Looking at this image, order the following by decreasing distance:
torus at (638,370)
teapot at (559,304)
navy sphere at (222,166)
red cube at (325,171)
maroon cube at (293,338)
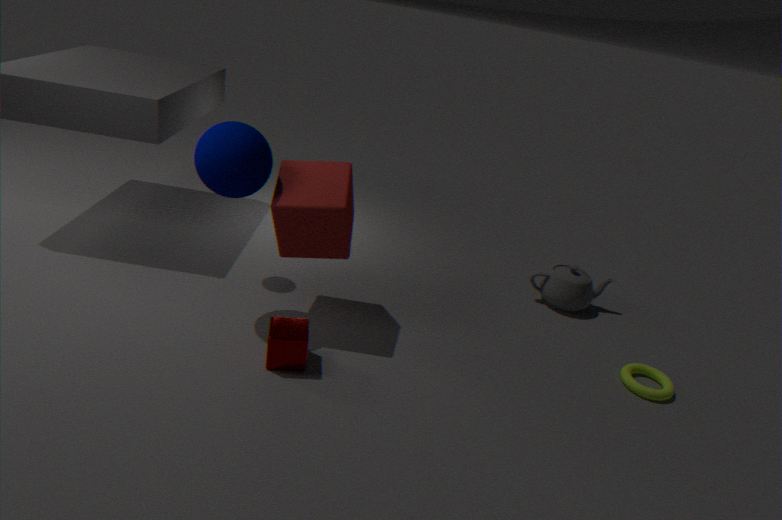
teapot at (559,304) → torus at (638,370) → red cube at (325,171) → maroon cube at (293,338) → navy sphere at (222,166)
